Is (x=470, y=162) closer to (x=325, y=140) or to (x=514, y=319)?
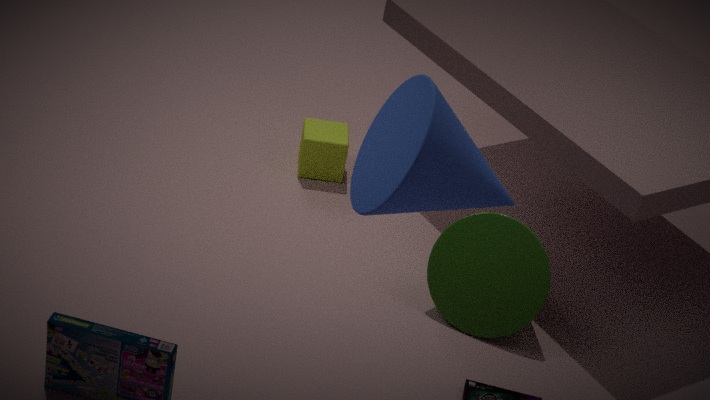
(x=514, y=319)
